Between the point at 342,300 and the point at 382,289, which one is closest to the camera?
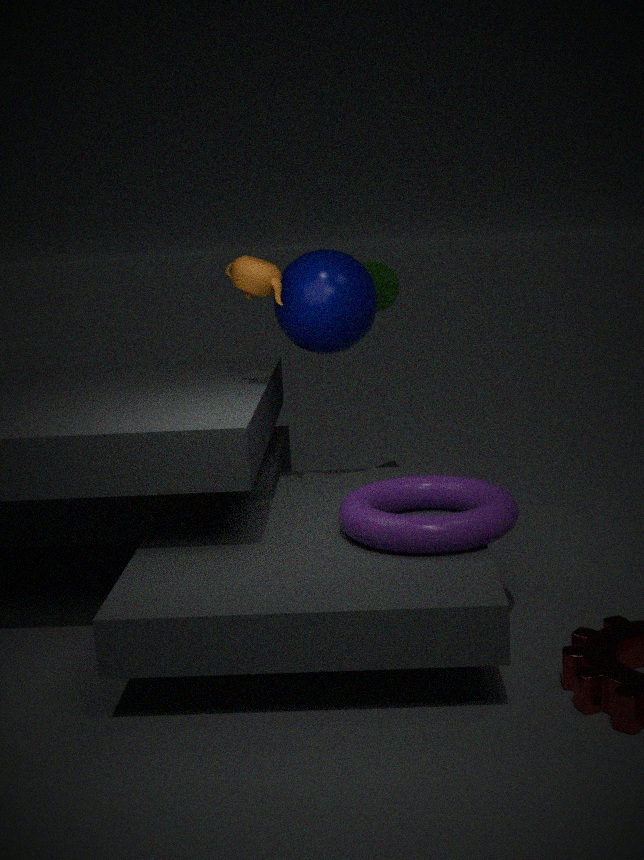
the point at 342,300
